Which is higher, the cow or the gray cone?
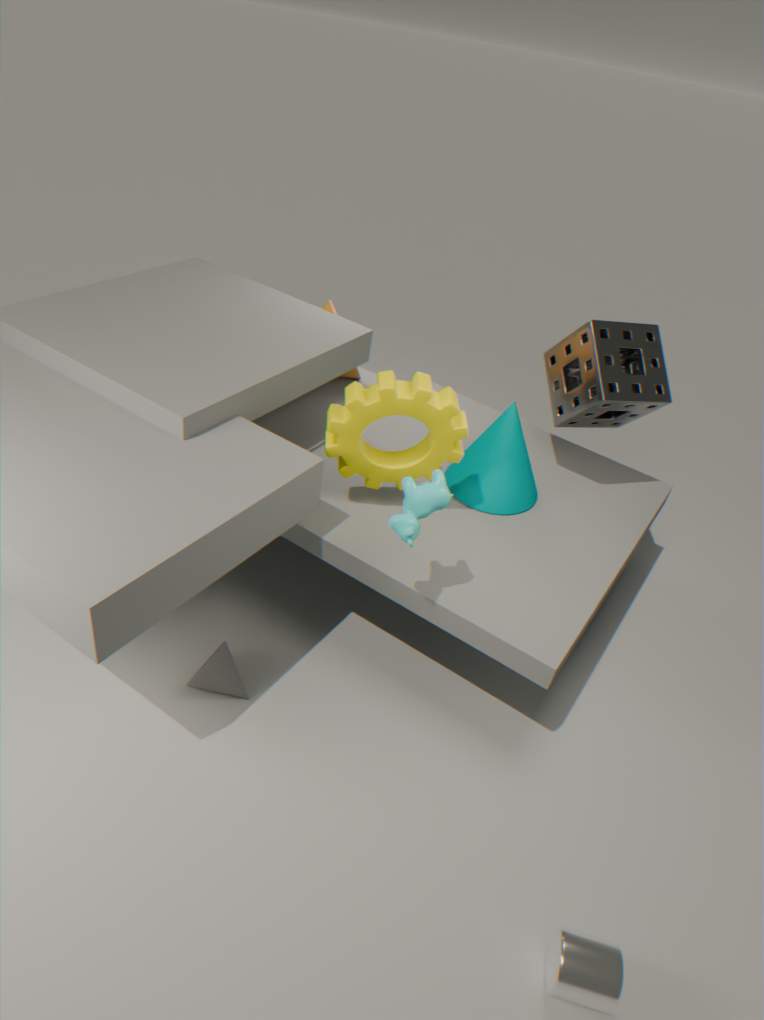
the cow
